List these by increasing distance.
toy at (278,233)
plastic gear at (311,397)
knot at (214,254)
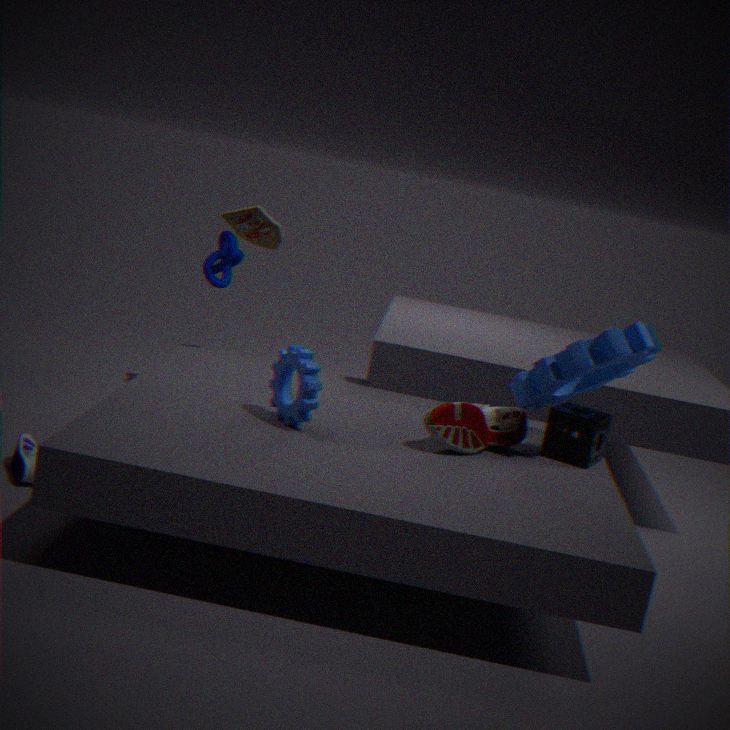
plastic gear at (311,397), toy at (278,233), knot at (214,254)
